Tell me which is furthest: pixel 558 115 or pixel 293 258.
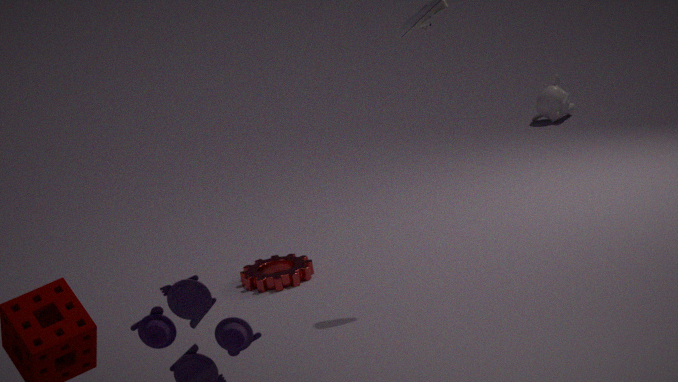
pixel 558 115
